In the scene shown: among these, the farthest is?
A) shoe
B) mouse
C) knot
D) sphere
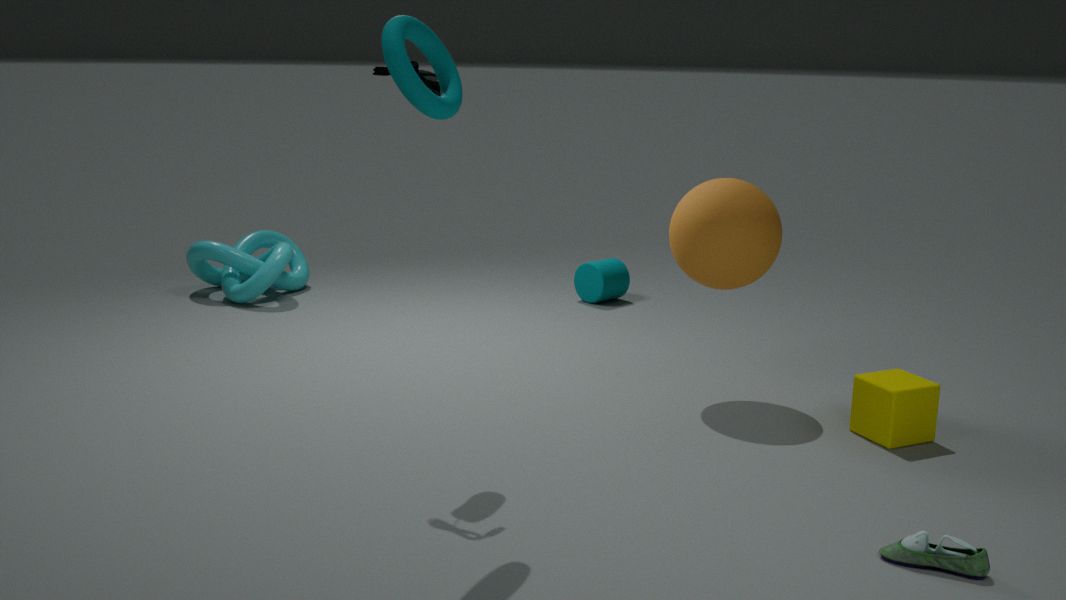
knot
